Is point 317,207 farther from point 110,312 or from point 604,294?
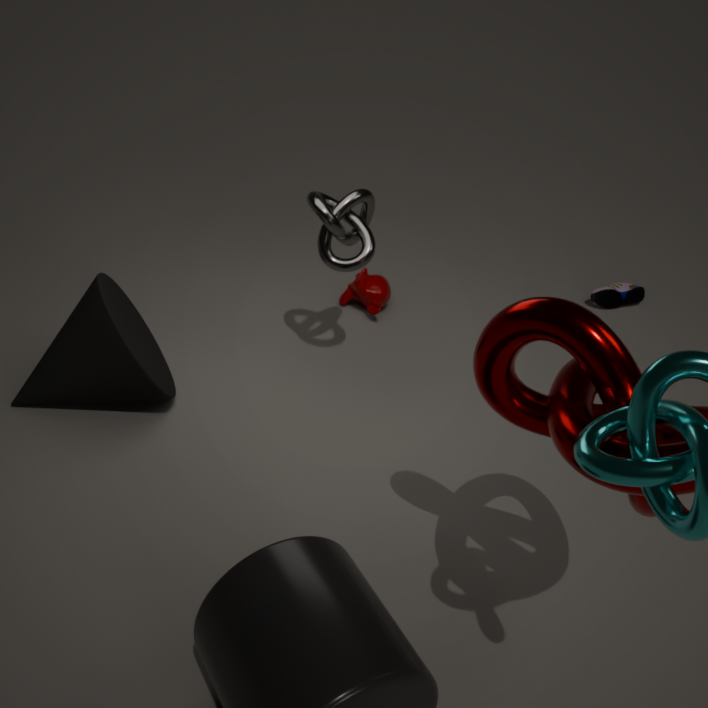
point 604,294
